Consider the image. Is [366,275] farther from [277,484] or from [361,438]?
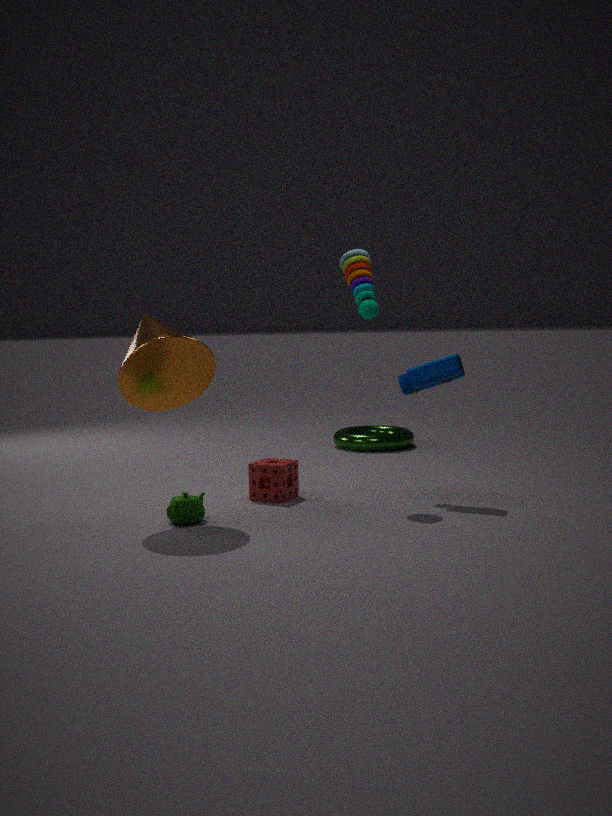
[361,438]
